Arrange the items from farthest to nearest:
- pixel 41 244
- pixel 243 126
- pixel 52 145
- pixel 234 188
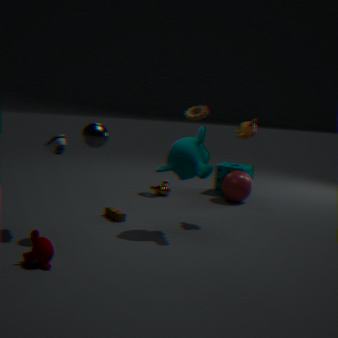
pixel 234 188 → pixel 243 126 → pixel 52 145 → pixel 41 244
